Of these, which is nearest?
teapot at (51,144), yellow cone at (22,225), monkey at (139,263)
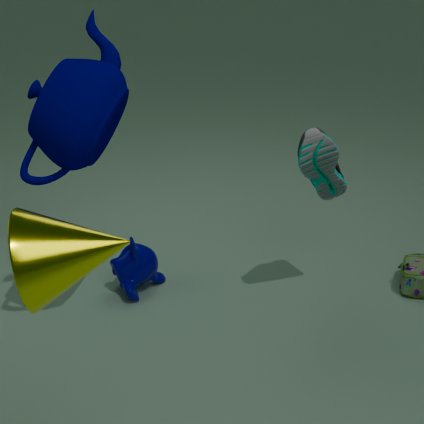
yellow cone at (22,225)
